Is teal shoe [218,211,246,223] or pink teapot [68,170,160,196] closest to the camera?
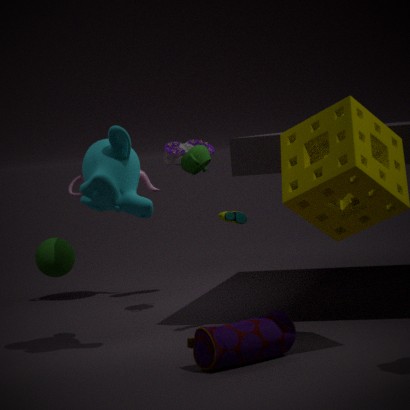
teal shoe [218,211,246,223]
